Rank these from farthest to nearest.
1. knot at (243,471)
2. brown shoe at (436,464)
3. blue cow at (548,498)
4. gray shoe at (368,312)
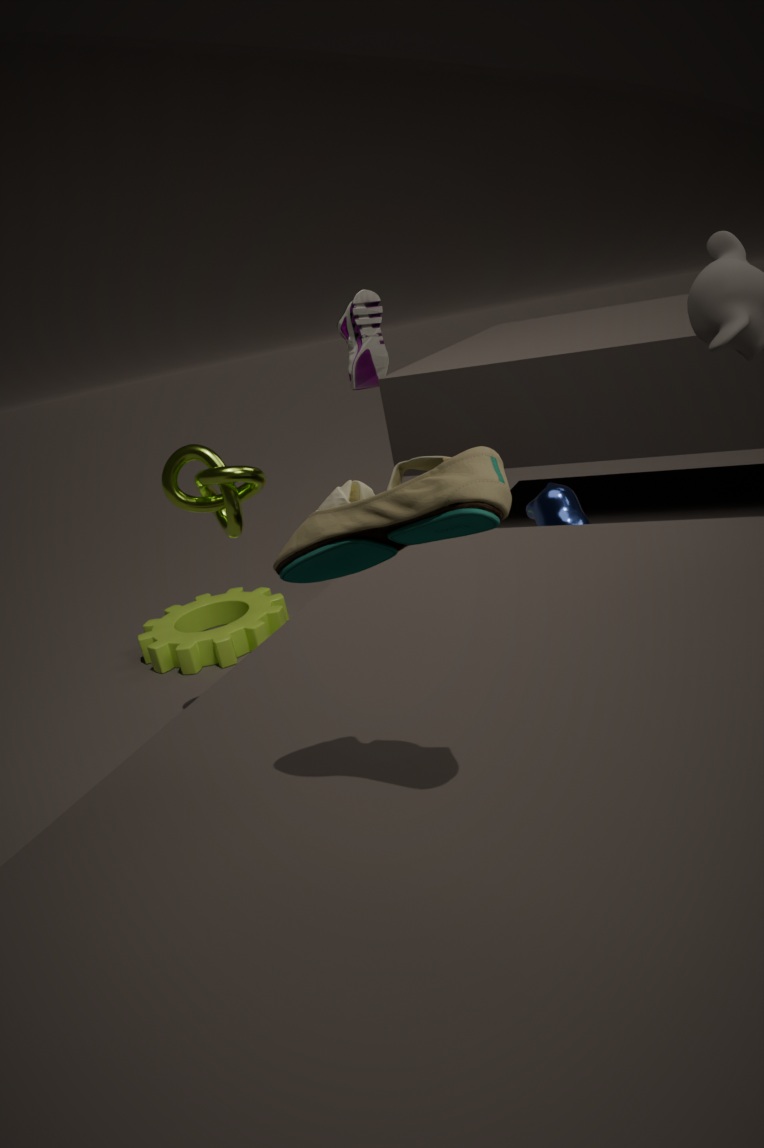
gray shoe at (368,312) < knot at (243,471) < blue cow at (548,498) < brown shoe at (436,464)
